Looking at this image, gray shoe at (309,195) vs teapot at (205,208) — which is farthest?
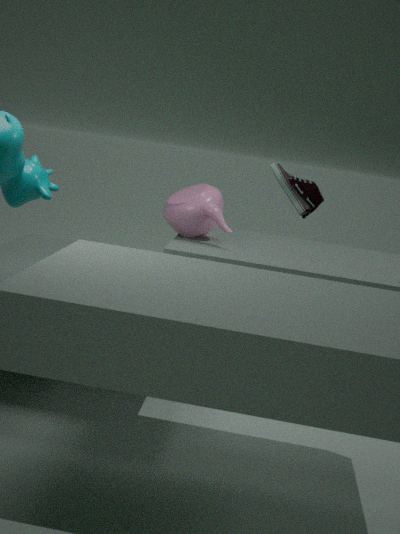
teapot at (205,208)
